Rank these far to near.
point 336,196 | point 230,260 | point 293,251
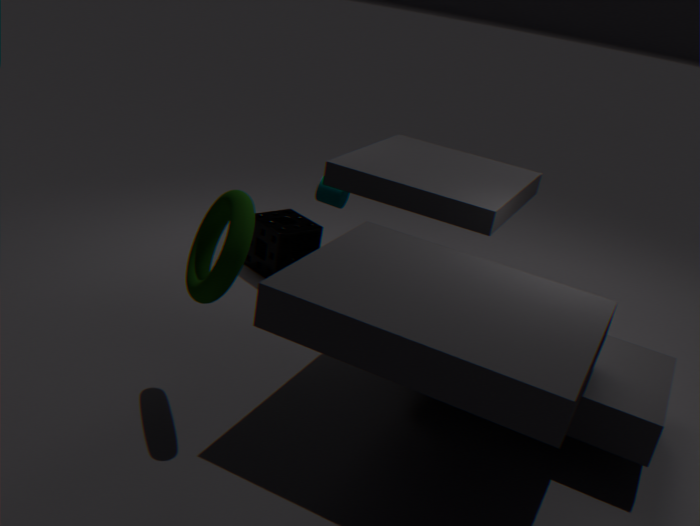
1. point 293,251
2. point 336,196
3. point 230,260
